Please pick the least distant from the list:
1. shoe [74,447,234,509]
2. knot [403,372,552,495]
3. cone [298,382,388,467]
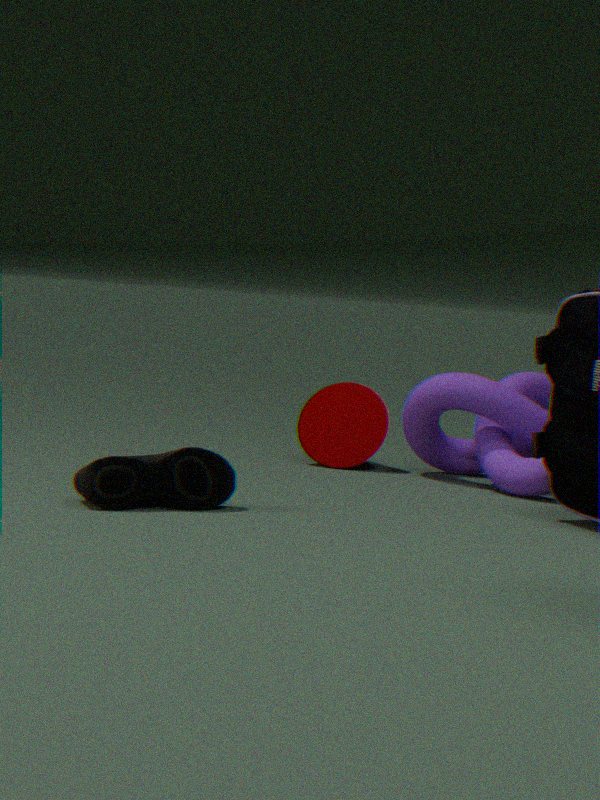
shoe [74,447,234,509]
